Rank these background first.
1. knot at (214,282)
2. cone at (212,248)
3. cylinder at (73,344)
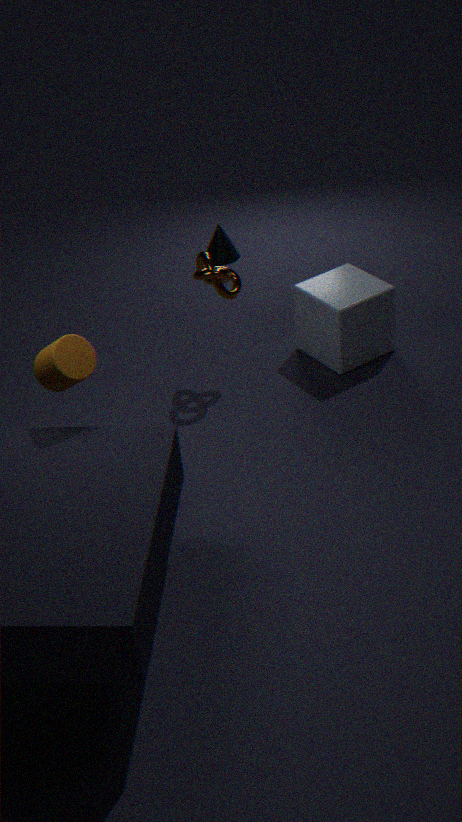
cone at (212,248)
knot at (214,282)
cylinder at (73,344)
